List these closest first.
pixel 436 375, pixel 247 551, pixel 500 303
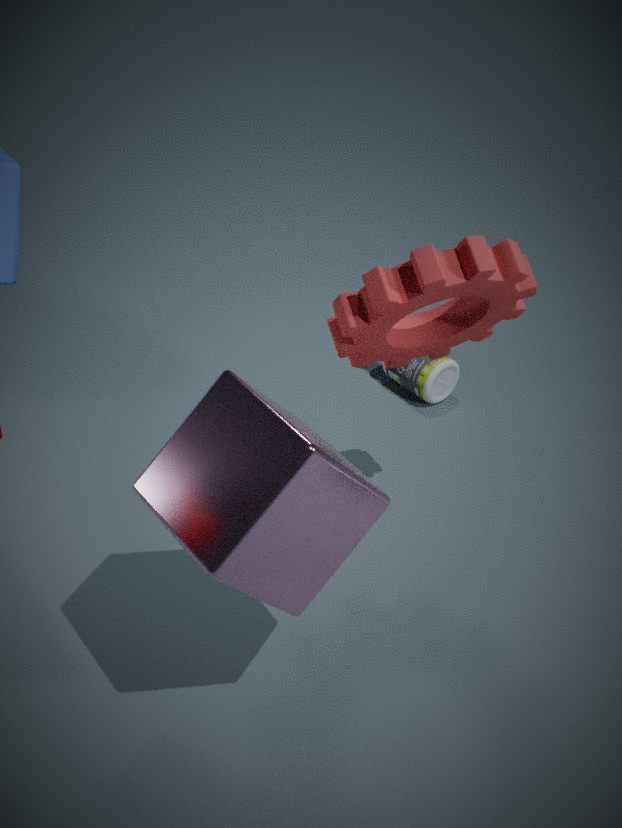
pixel 247 551
pixel 500 303
pixel 436 375
